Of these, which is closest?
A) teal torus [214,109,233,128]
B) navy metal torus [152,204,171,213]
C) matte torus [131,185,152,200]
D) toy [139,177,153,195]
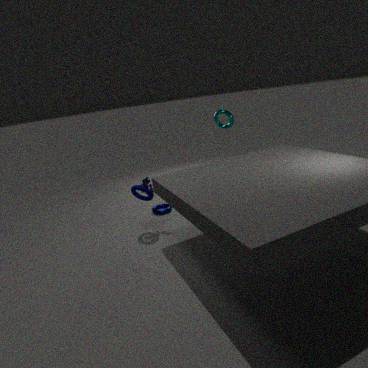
matte torus [131,185,152,200]
